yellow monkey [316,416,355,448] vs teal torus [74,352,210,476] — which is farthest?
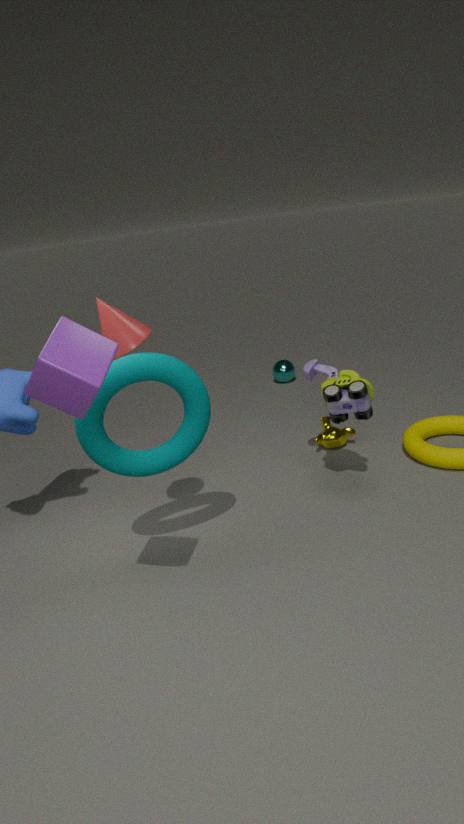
yellow monkey [316,416,355,448]
